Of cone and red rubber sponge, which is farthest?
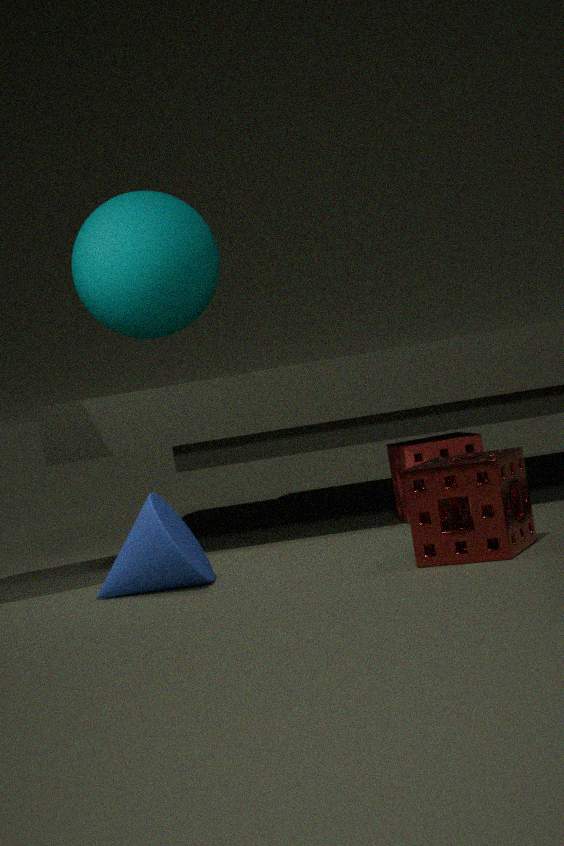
red rubber sponge
